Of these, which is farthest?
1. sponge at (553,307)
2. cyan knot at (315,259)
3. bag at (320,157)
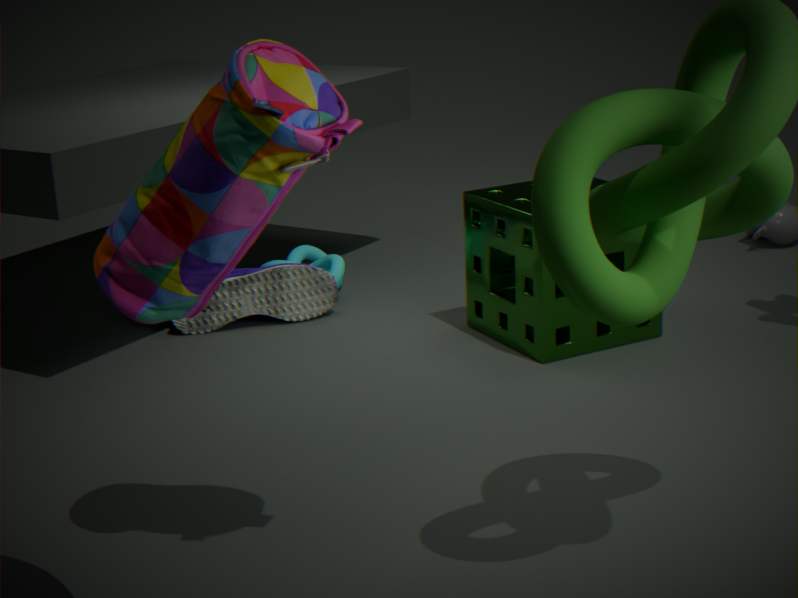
cyan knot at (315,259)
